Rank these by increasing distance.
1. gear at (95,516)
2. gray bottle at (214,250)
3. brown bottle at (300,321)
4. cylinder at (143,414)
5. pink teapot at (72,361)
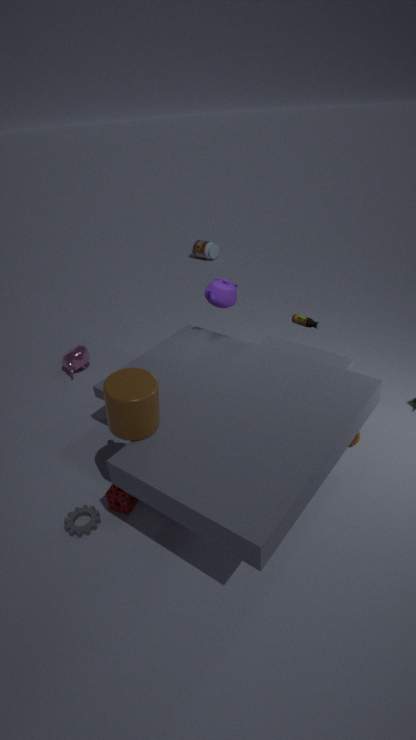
cylinder at (143,414), gear at (95,516), brown bottle at (300,321), pink teapot at (72,361), gray bottle at (214,250)
